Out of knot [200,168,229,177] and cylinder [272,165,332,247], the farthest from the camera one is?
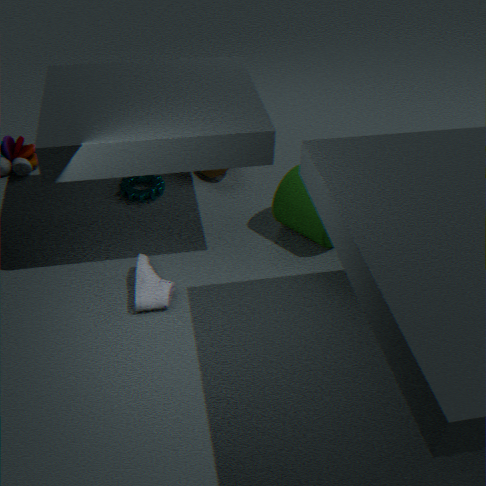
knot [200,168,229,177]
